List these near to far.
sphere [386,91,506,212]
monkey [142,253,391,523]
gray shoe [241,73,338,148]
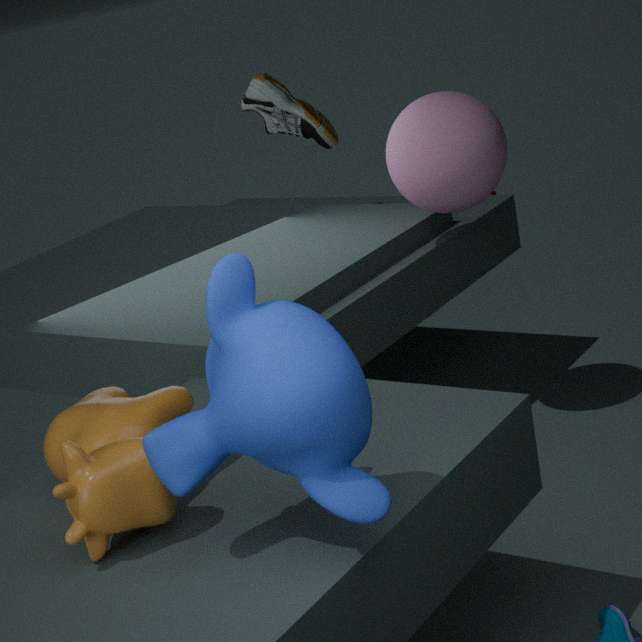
monkey [142,253,391,523], sphere [386,91,506,212], gray shoe [241,73,338,148]
